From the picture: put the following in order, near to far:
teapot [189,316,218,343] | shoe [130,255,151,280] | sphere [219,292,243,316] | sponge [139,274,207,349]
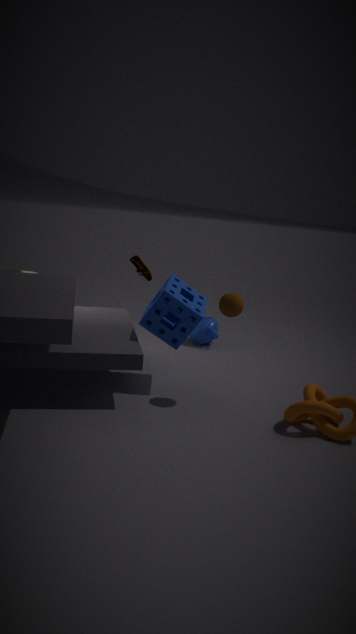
sphere [219,292,243,316]
sponge [139,274,207,349]
shoe [130,255,151,280]
teapot [189,316,218,343]
